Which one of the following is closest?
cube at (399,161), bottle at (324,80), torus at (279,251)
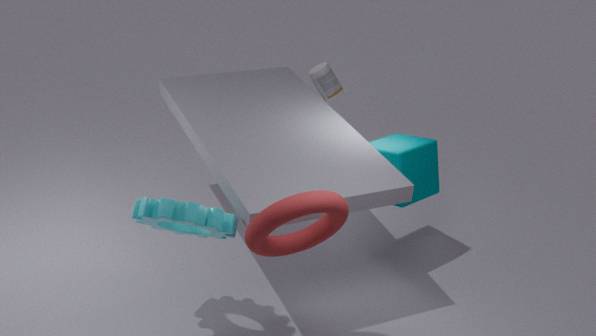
torus at (279,251)
